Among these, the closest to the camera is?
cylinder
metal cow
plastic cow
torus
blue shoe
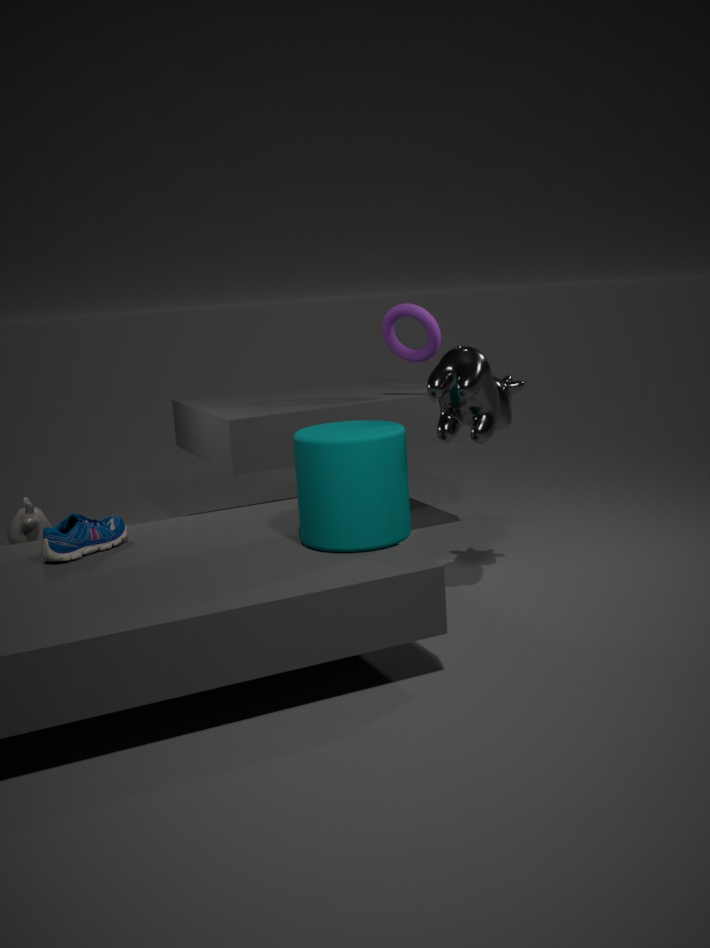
cylinder
